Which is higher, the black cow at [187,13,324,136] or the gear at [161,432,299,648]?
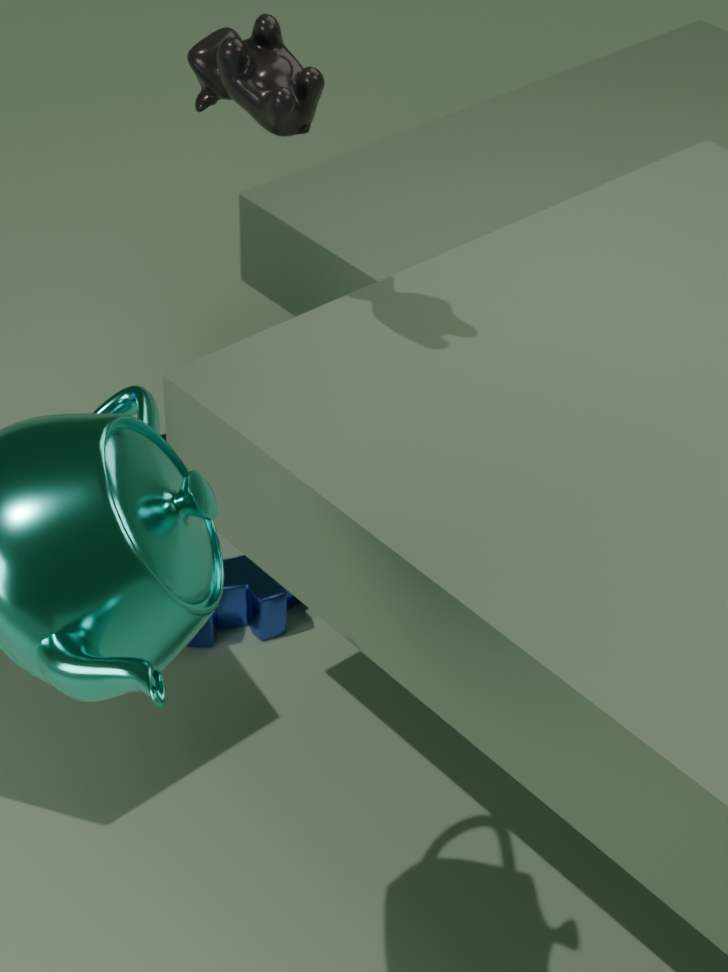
the black cow at [187,13,324,136]
